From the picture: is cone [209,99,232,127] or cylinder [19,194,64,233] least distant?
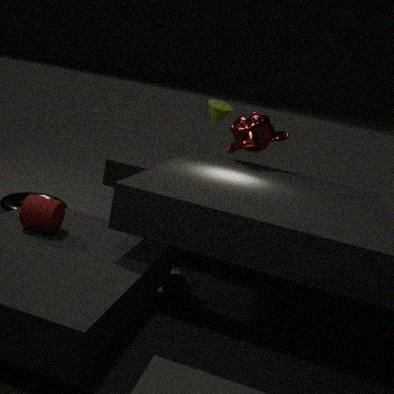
cylinder [19,194,64,233]
